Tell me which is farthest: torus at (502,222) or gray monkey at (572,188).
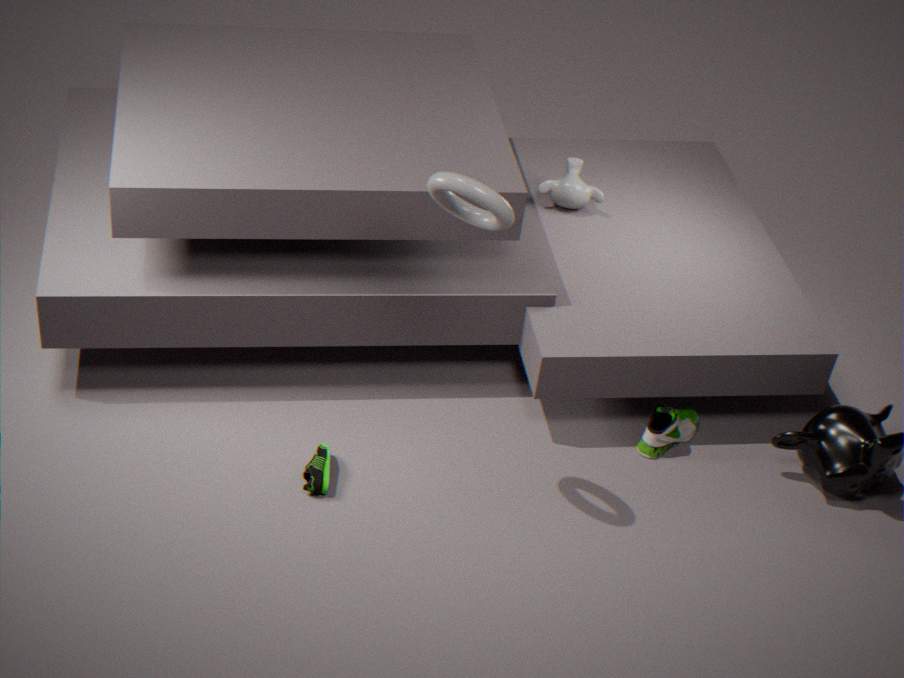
gray monkey at (572,188)
